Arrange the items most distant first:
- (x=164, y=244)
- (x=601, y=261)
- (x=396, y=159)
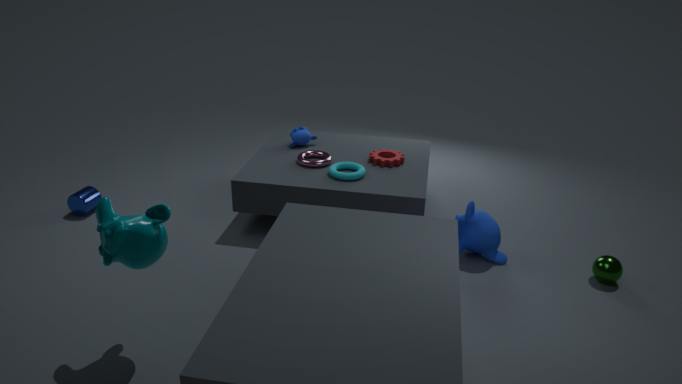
(x=396, y=159) → (x=601, y=261) → (x=164, y=244)
